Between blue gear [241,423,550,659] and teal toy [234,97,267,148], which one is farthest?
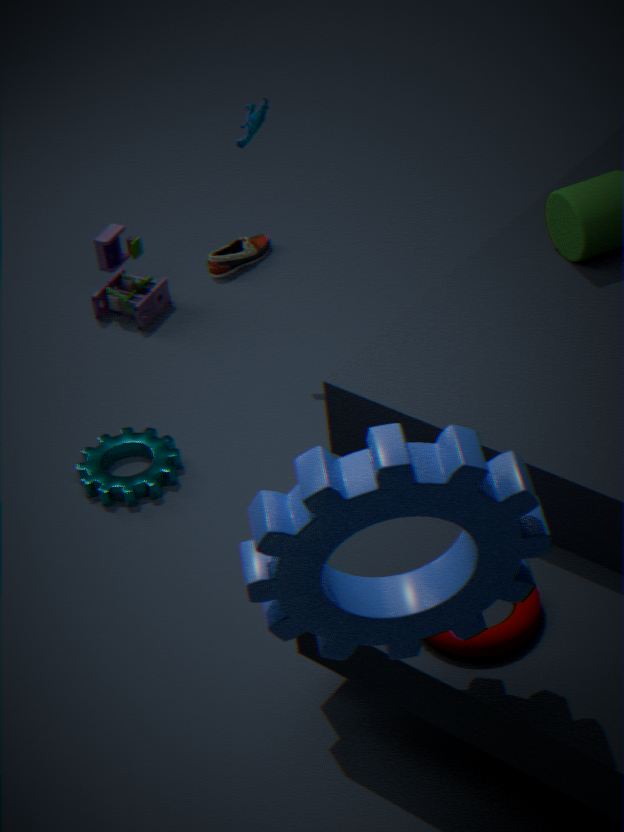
teal toy [234,97,267,148]
